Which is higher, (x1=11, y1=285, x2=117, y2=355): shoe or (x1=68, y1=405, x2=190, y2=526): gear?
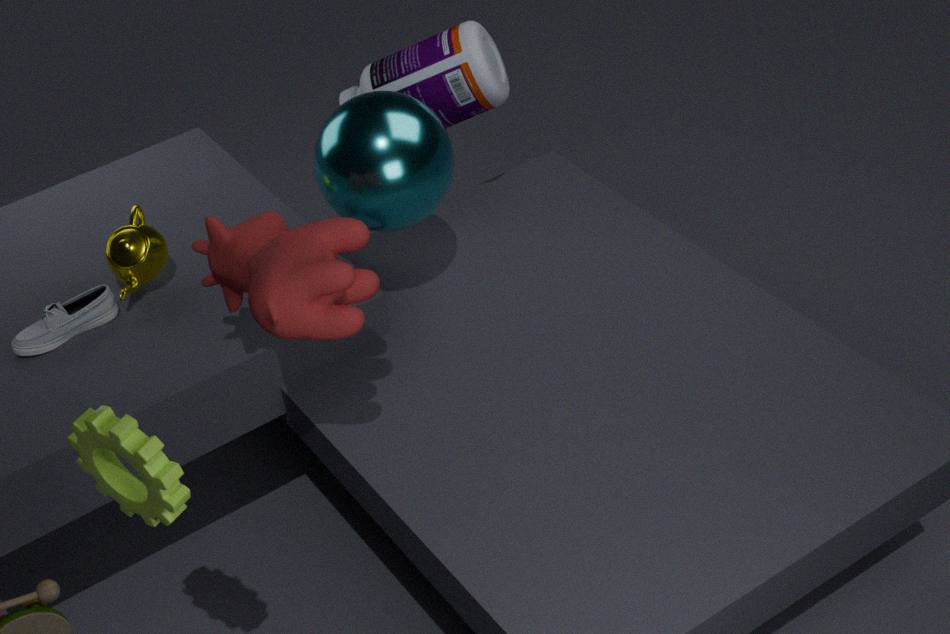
(x1=68, y1=405, x2=190, y2=526): gear
